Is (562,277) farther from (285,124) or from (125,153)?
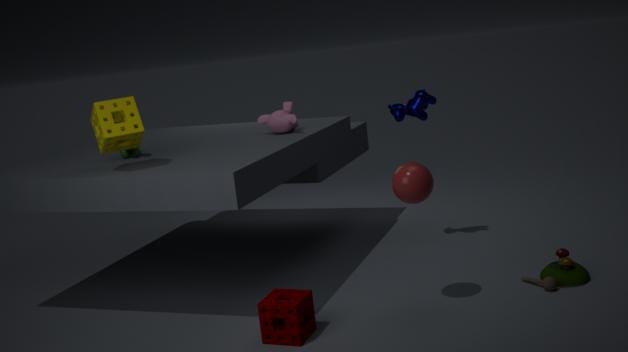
(125,153)
